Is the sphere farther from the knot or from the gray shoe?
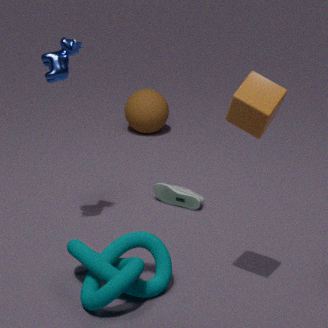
the knot
